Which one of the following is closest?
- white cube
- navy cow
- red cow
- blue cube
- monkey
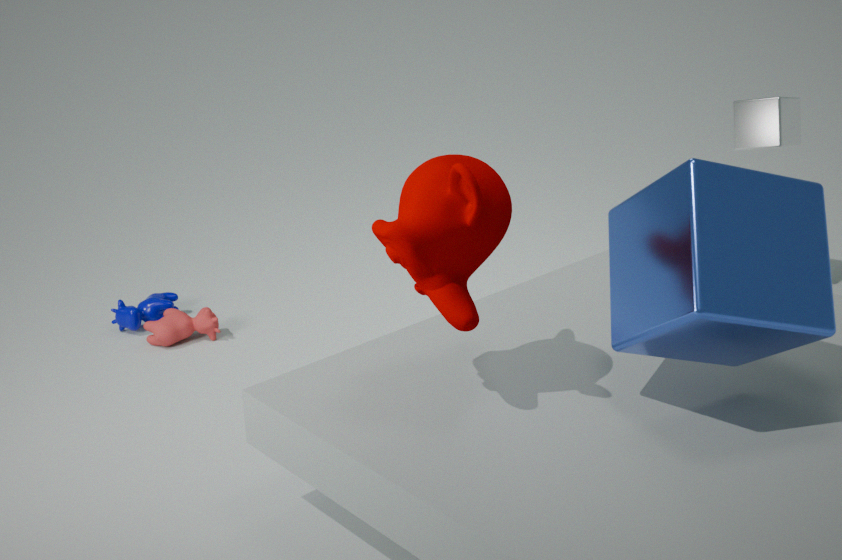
blue cube
